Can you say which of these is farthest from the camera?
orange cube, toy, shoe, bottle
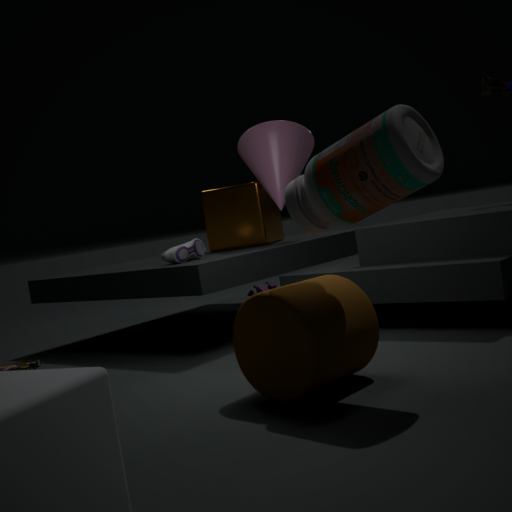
toy
